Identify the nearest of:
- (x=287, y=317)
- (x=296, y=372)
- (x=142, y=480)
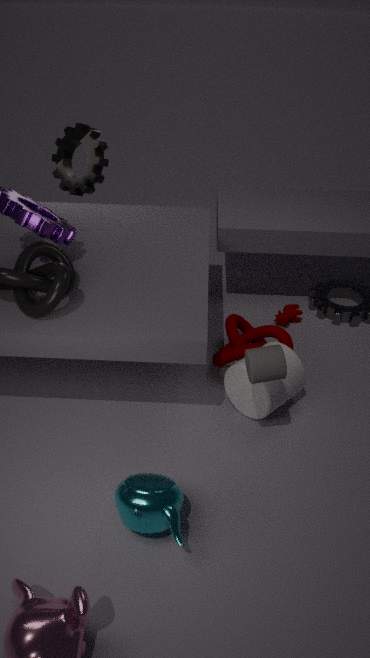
(x=142, y=480)
